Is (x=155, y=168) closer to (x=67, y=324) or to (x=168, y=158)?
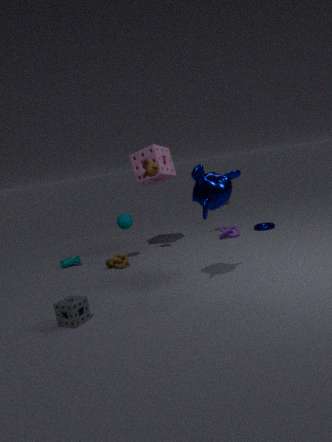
(x=168, y=158)
